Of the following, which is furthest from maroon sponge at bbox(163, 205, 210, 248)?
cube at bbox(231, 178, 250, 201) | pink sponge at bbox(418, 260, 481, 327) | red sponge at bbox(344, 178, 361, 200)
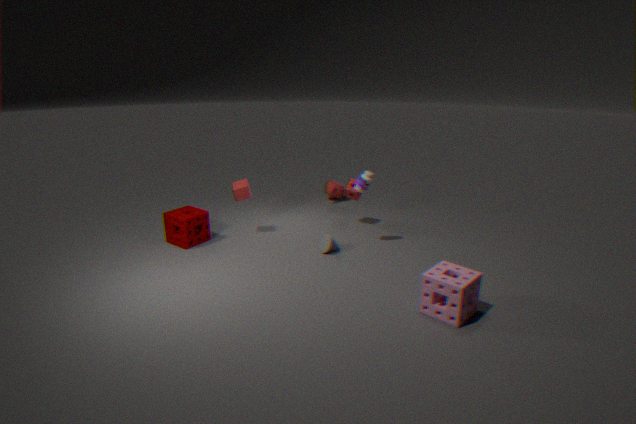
pink sponge at bbox(418, 260, 481, 327)
